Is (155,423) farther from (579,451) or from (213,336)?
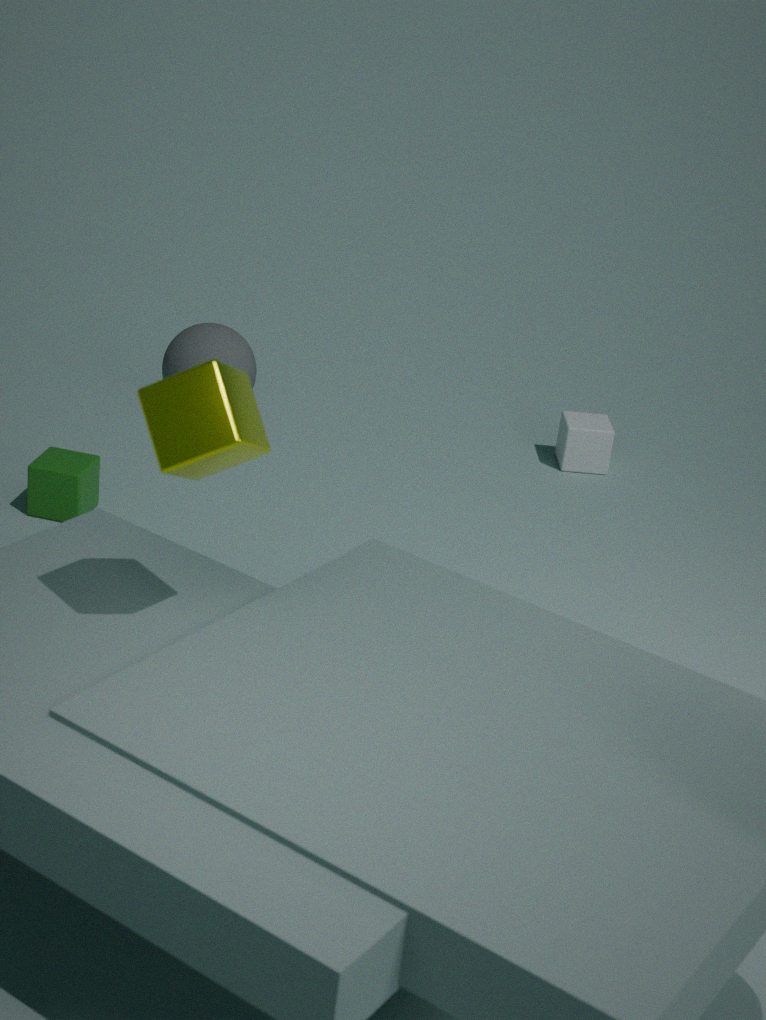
(579,451)
